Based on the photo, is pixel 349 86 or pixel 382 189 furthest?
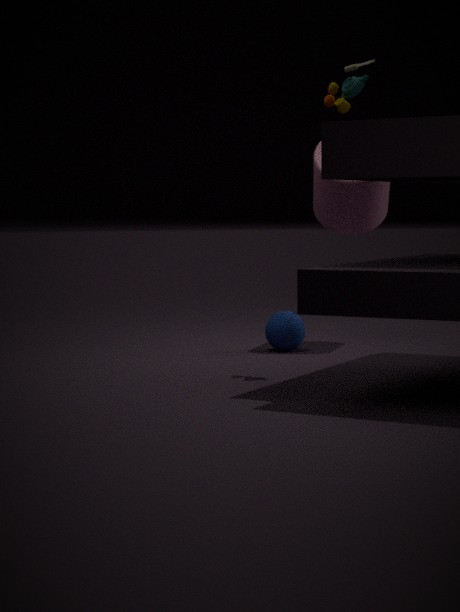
pixel 382 189
